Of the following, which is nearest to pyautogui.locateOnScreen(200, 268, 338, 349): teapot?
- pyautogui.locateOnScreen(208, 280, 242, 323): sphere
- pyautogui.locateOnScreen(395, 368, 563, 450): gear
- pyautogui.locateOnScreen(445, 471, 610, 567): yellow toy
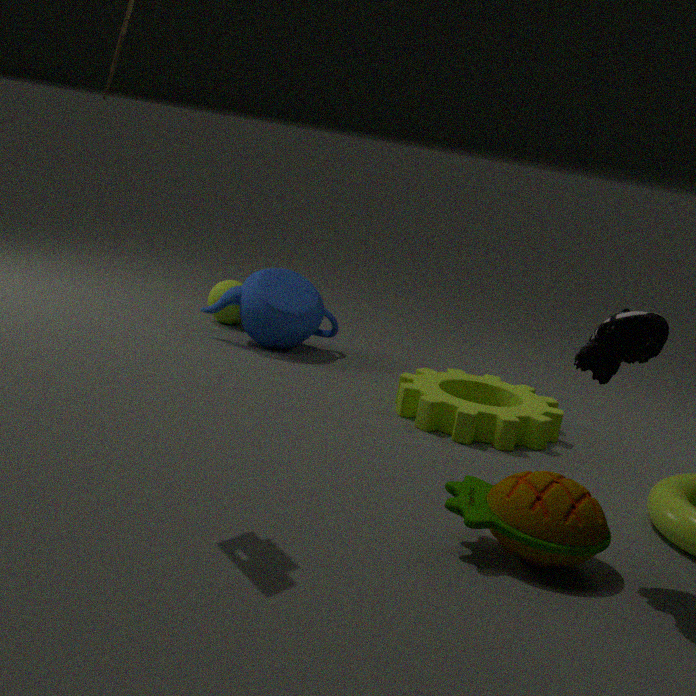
pyautogui.locateOnScreen(208, 280, 242, 323): sphere
